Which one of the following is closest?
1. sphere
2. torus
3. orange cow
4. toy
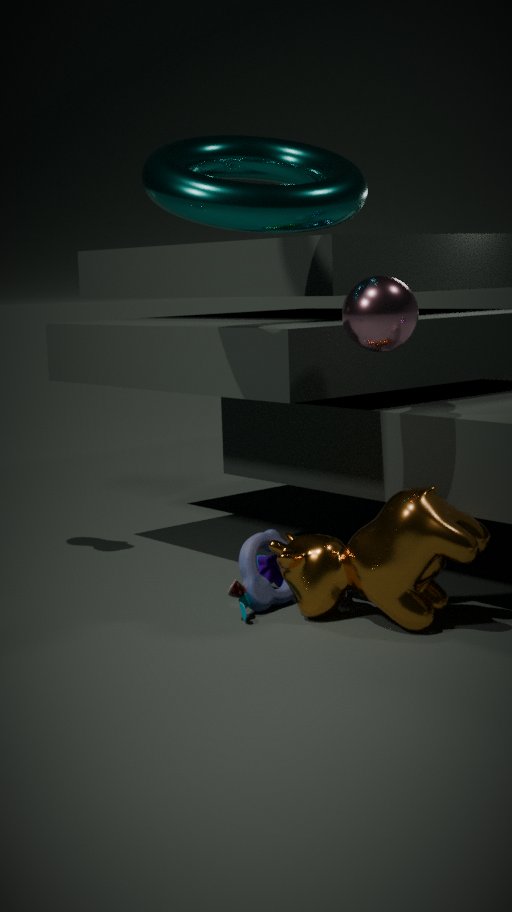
torus
